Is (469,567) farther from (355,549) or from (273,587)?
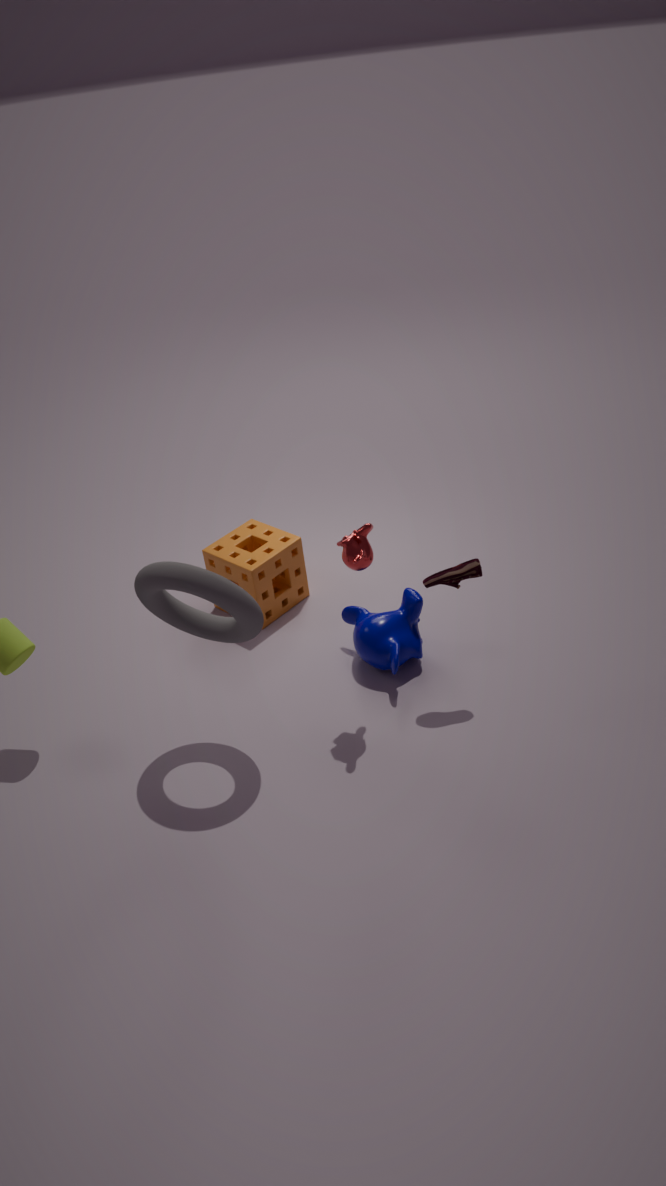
(273,587)
